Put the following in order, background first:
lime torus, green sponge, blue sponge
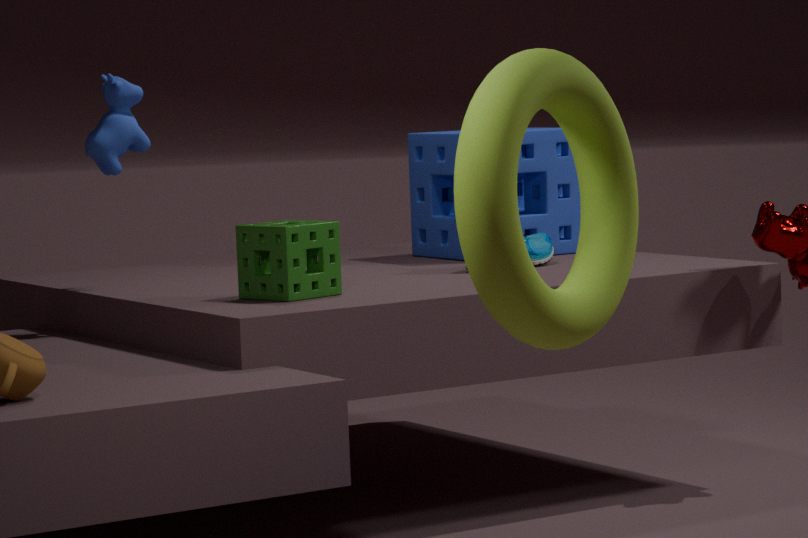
blue sponge
green sponge
lime torus
